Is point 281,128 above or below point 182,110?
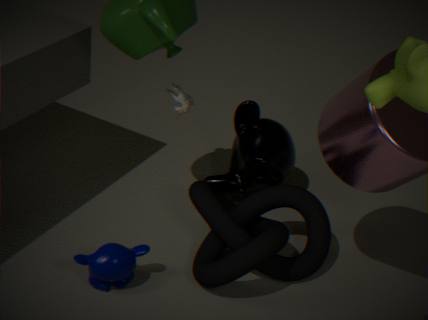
below
